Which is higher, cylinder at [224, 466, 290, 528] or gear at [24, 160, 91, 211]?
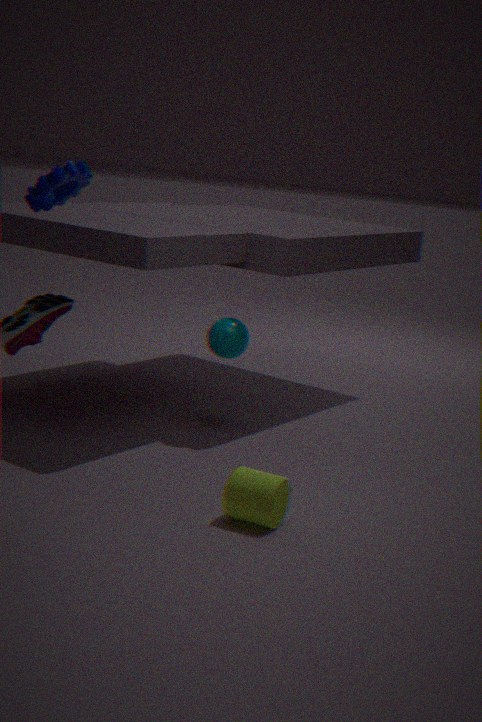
gear at [24, 160, 91, 211]
